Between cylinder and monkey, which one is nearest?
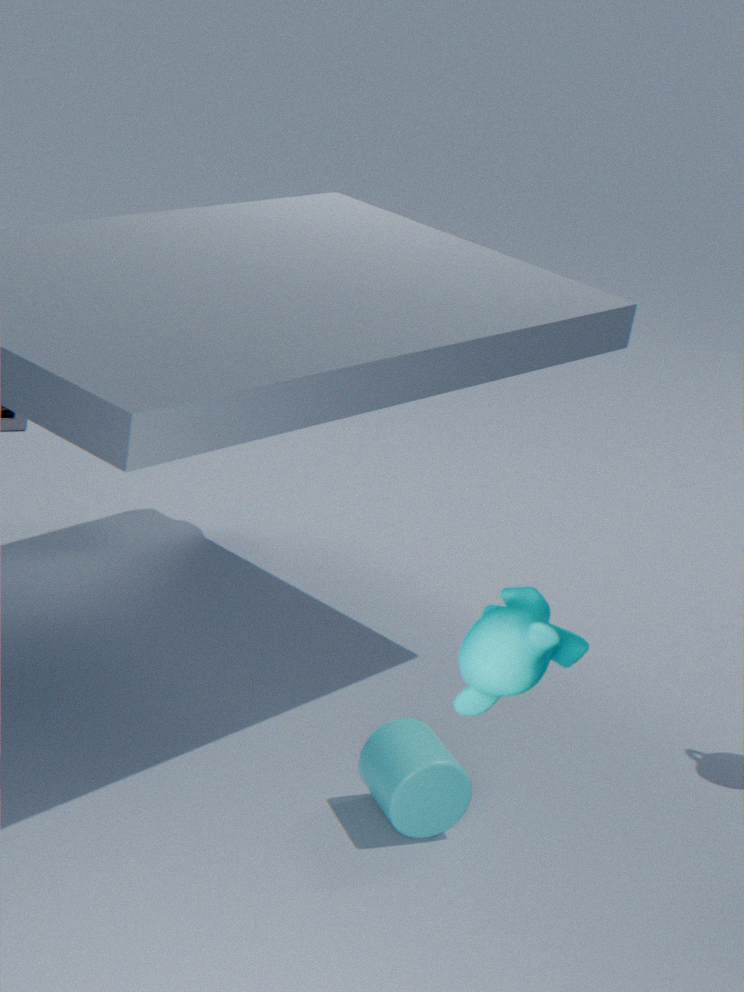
monkey
